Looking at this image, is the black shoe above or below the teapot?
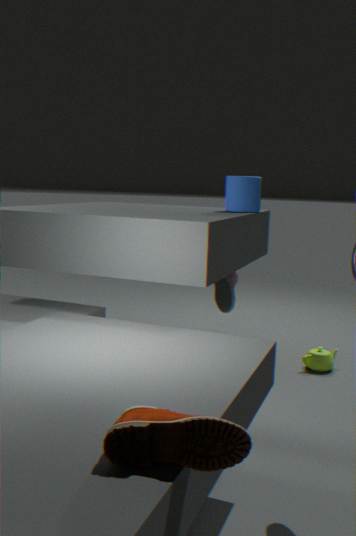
above
